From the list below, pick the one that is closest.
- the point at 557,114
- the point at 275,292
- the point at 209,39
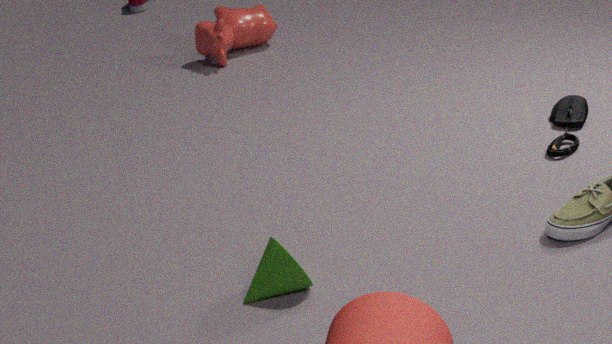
the point at 275,292
